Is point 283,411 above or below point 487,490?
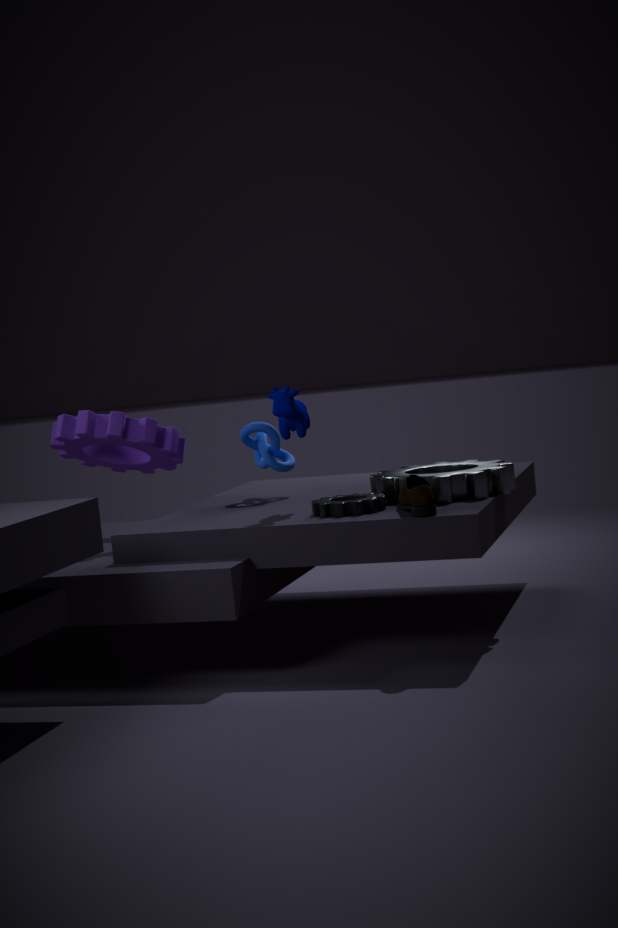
above
